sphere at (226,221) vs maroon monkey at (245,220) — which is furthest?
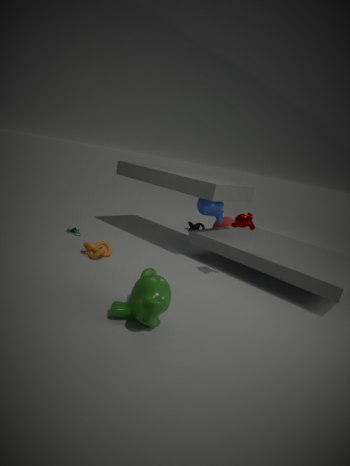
sphere at (226,221)
